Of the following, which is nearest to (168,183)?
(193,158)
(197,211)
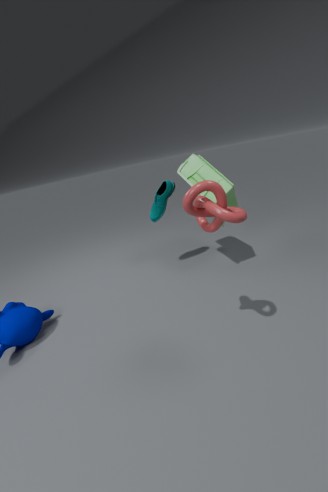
(193,158)
